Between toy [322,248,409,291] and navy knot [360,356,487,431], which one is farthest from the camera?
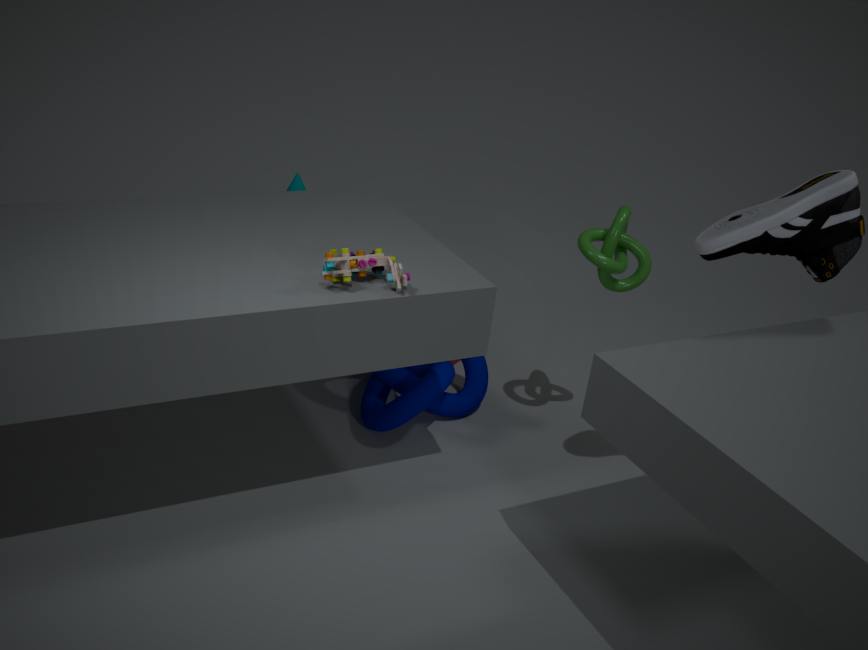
navy knot [360,356,487,431]
